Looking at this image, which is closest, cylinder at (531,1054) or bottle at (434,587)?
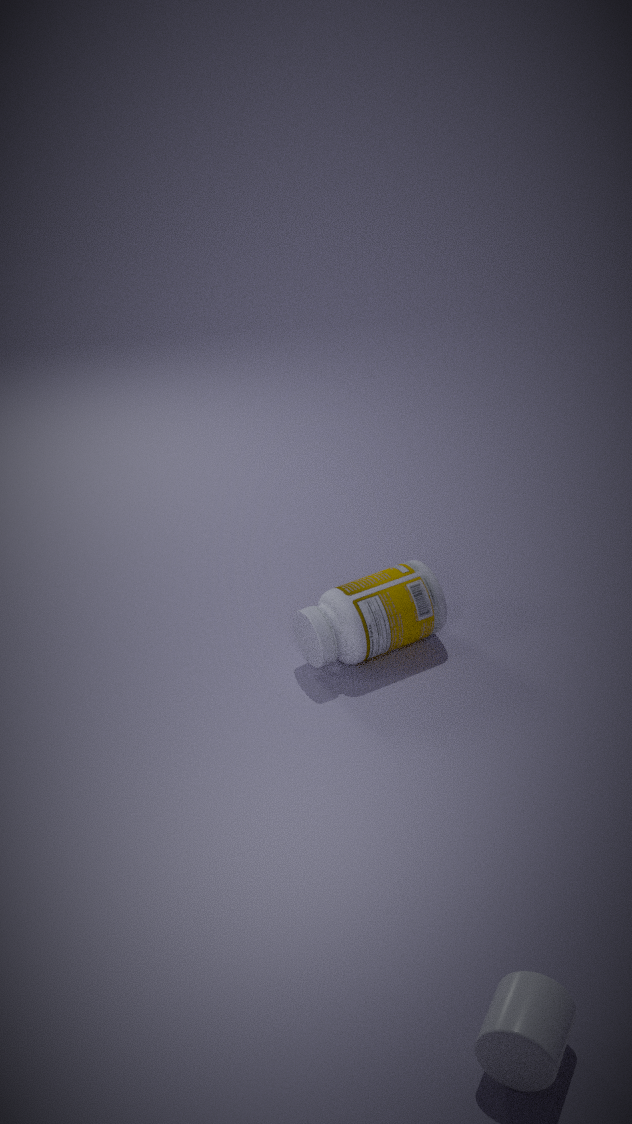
cylinder at (531,1054)
